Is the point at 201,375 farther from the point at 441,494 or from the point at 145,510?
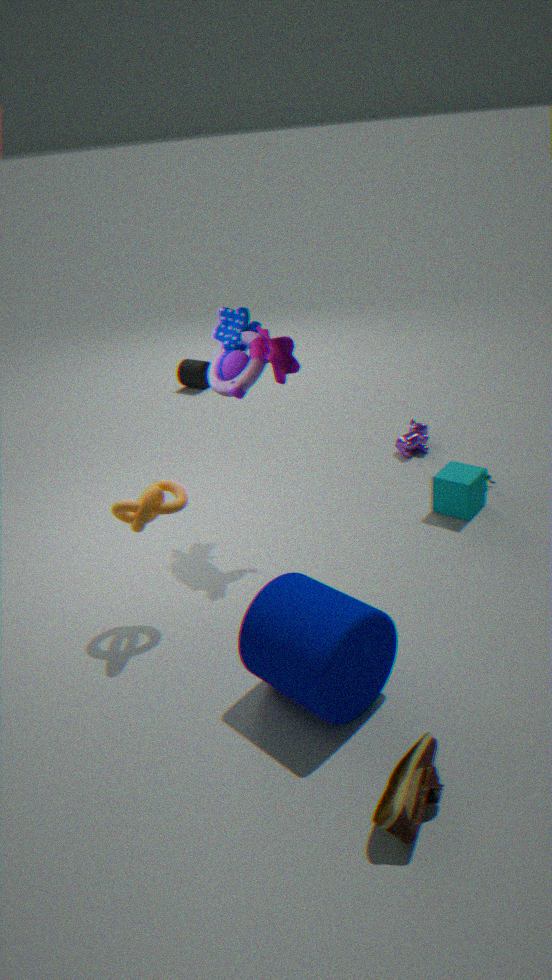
the point at 145,510
